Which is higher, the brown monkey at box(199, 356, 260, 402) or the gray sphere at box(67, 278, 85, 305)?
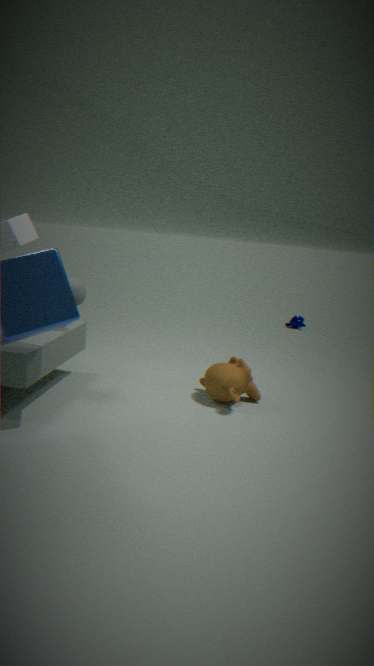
the gray sphere at box(67, 278, 85, 305)
